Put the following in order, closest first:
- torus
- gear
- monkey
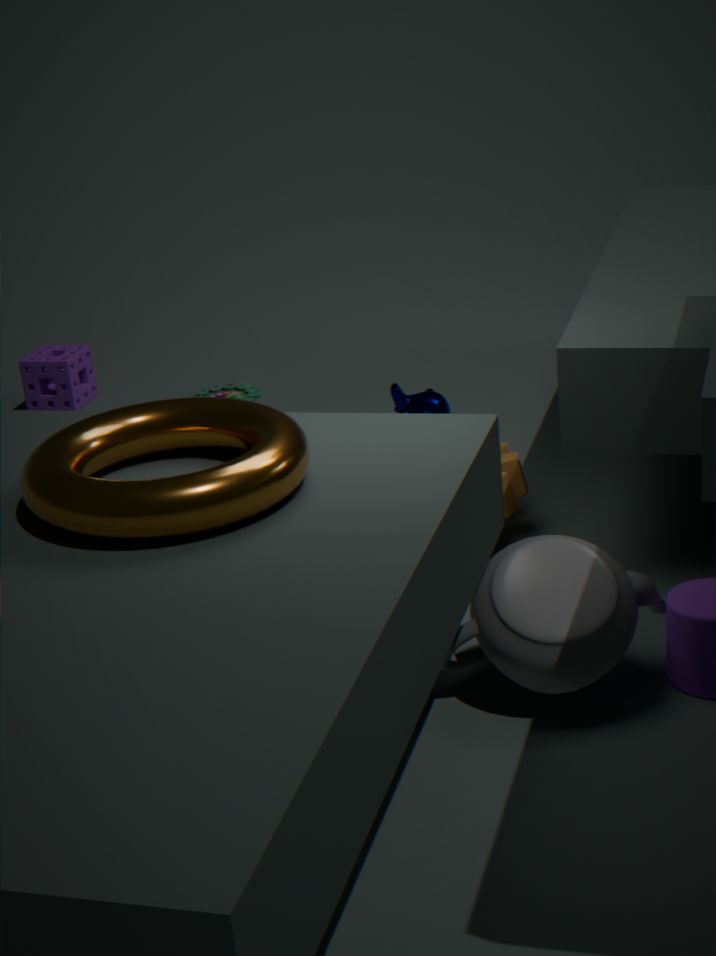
torus → gear → monkey
